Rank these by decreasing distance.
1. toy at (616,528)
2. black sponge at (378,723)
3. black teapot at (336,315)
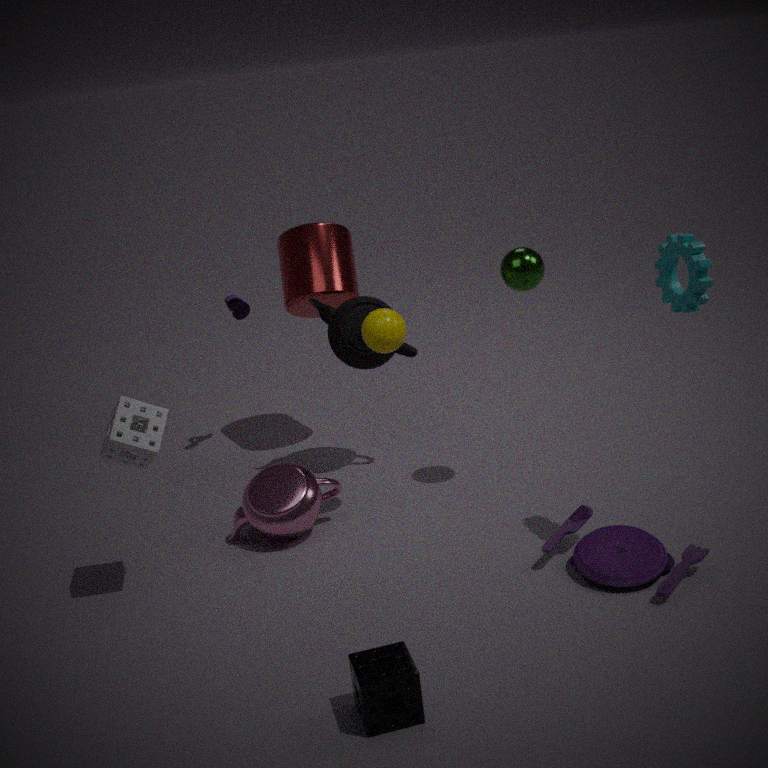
black teapot at (336,315), toy at (616,528), black sponge at (378,723)
